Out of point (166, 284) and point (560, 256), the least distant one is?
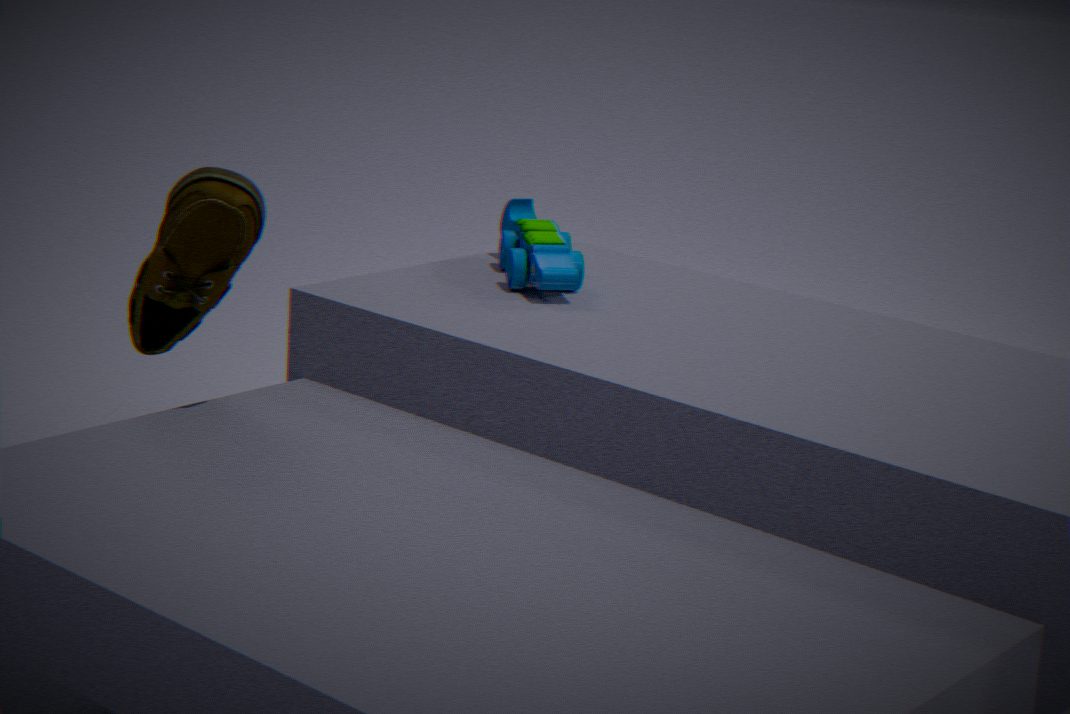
point (166, 284)
